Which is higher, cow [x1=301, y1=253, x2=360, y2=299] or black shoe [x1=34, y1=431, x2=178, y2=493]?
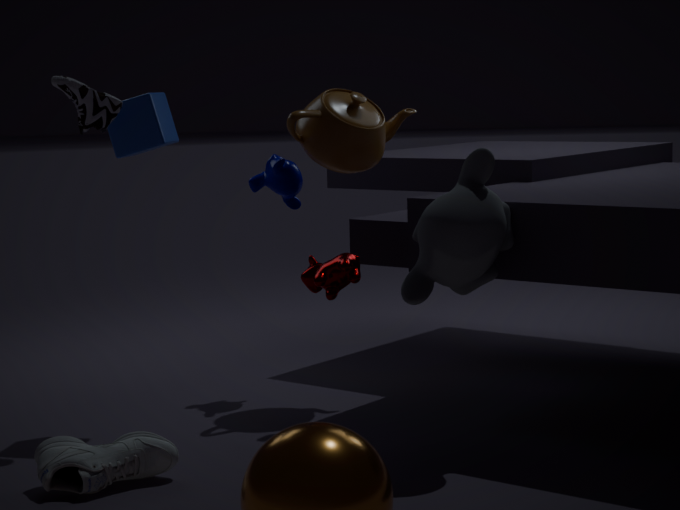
cow [x1=301, y1=253, x2=360, y2=299]
